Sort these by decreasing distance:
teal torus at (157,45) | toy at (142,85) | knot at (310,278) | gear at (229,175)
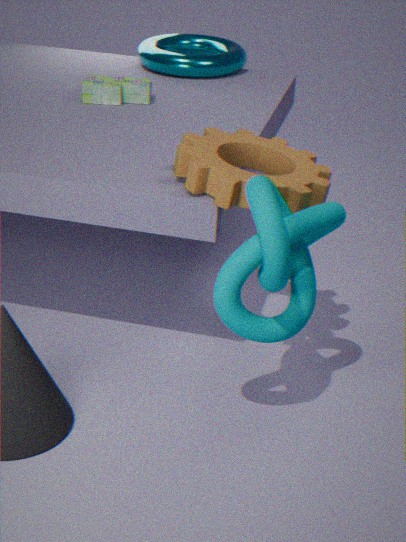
1. teal torus at (157,45)
2. toy at (142,85)
3. gear at (229,175)
4. knot at (310,278)
